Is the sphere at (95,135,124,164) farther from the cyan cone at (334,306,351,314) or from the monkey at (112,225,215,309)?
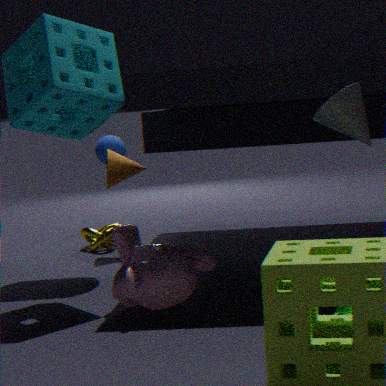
the cyan cone at (334,306,351,314)
